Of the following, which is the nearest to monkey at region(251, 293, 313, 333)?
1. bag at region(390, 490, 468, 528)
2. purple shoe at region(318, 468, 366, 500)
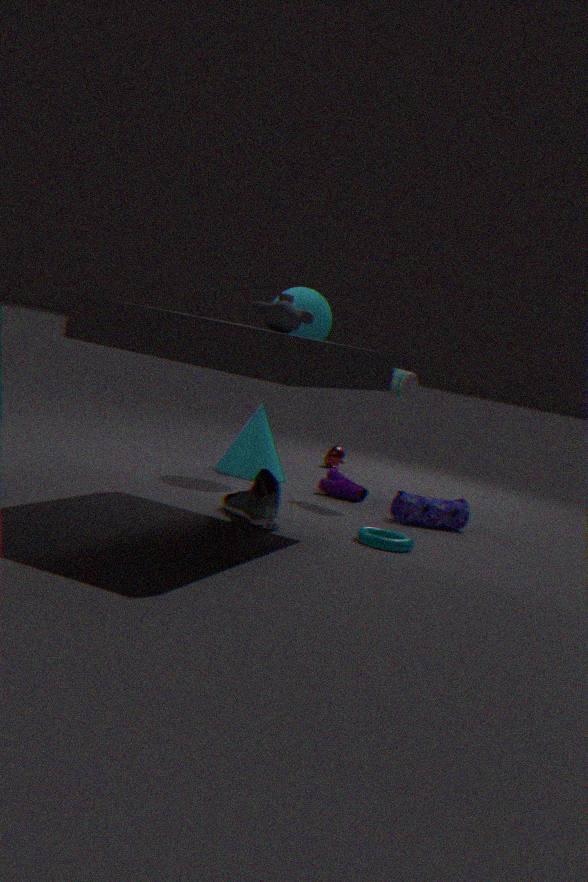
bag at region(390, 490, 468, 528)
